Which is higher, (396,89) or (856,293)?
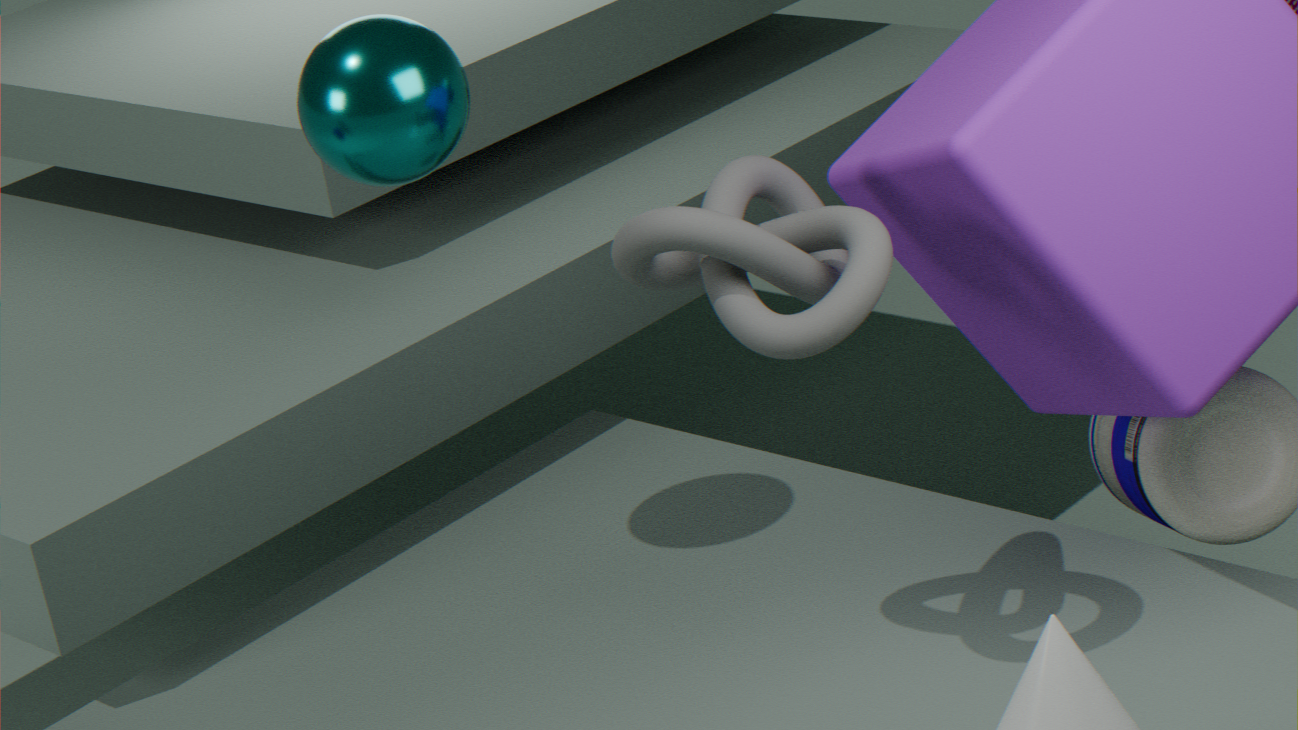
(396,89)
